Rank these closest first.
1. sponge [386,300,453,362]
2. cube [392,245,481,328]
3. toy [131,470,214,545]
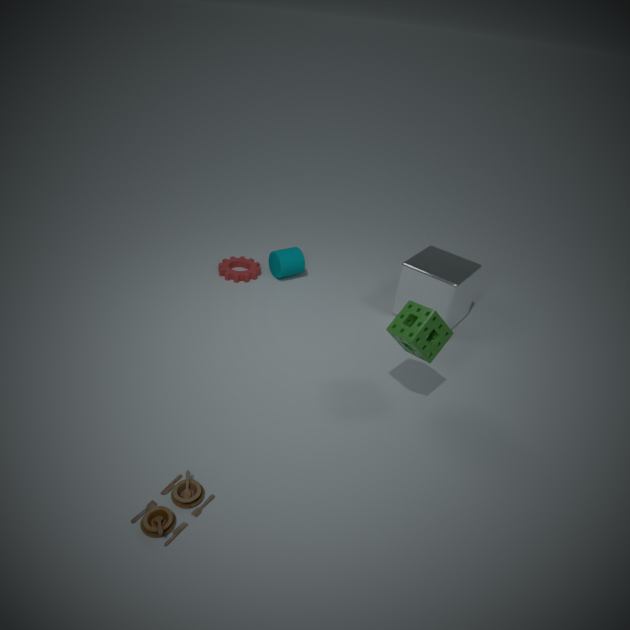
toy [131,470,214,545] < sponge [386,300,453,362] < cube [392,245,481,328]
